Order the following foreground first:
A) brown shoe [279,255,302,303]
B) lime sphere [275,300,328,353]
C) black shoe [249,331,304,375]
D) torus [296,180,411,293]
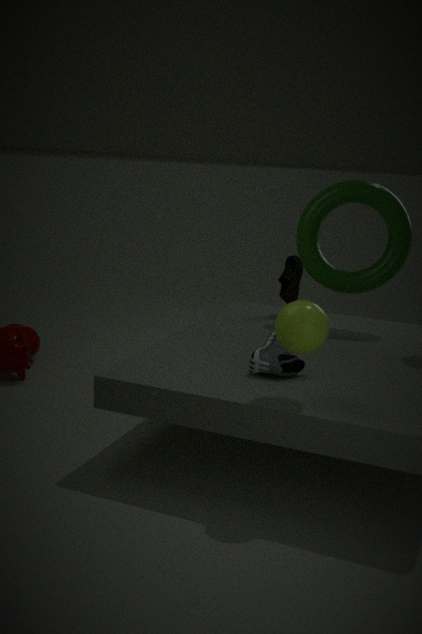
lime sphere [275,300,328,353], black shoe [249,331,304,375], torus [296,180,411,293], brown shoe [279,255,302,303]
